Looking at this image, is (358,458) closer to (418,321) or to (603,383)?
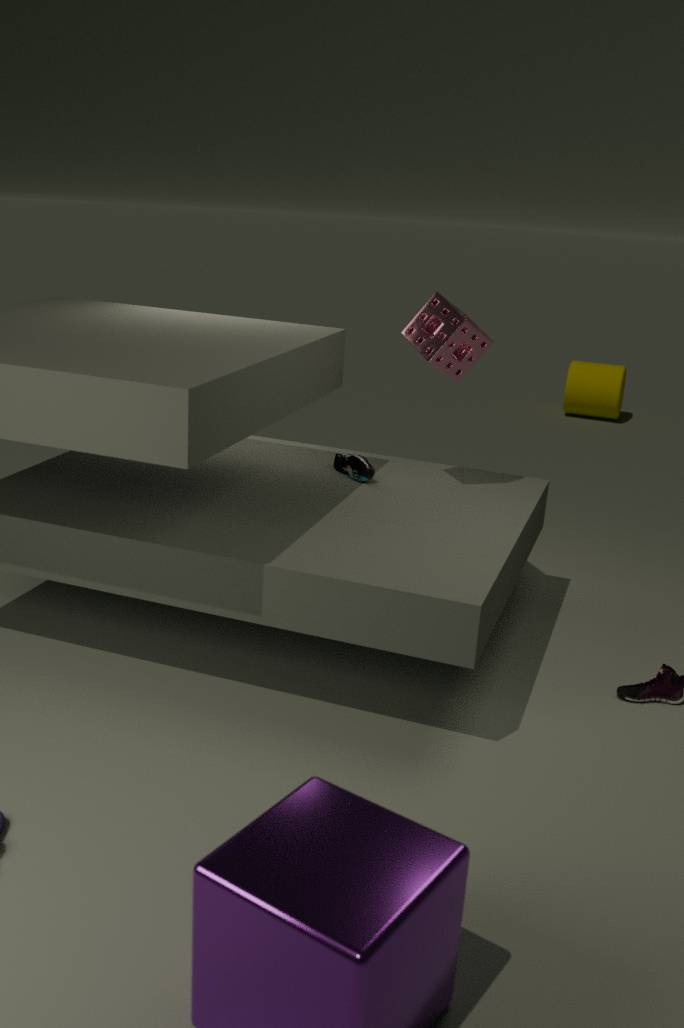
(418,321)
